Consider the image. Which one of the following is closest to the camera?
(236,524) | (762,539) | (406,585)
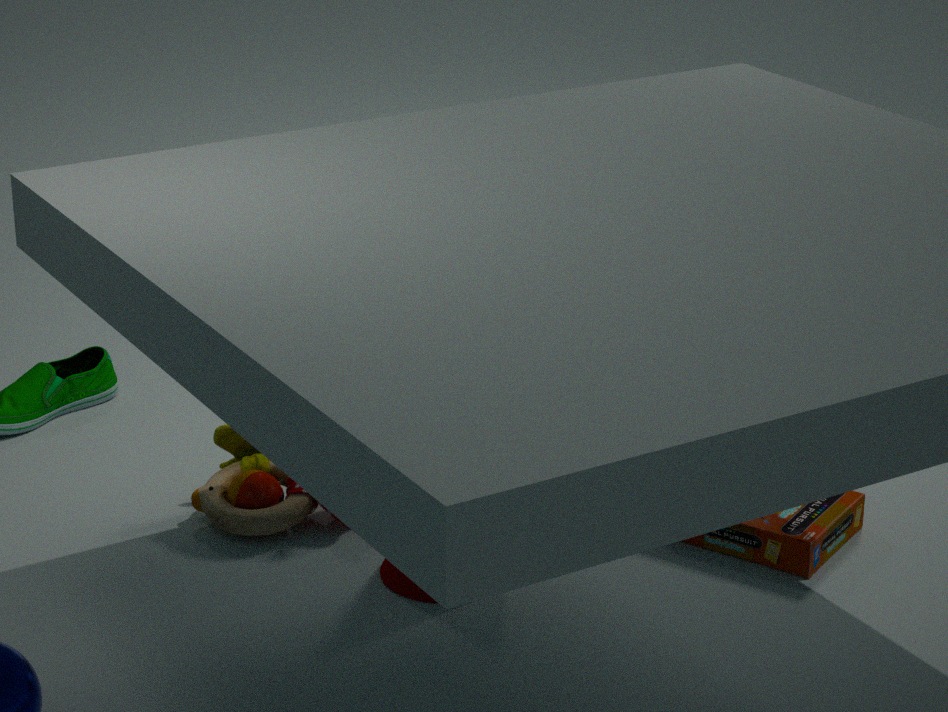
(406,585)
